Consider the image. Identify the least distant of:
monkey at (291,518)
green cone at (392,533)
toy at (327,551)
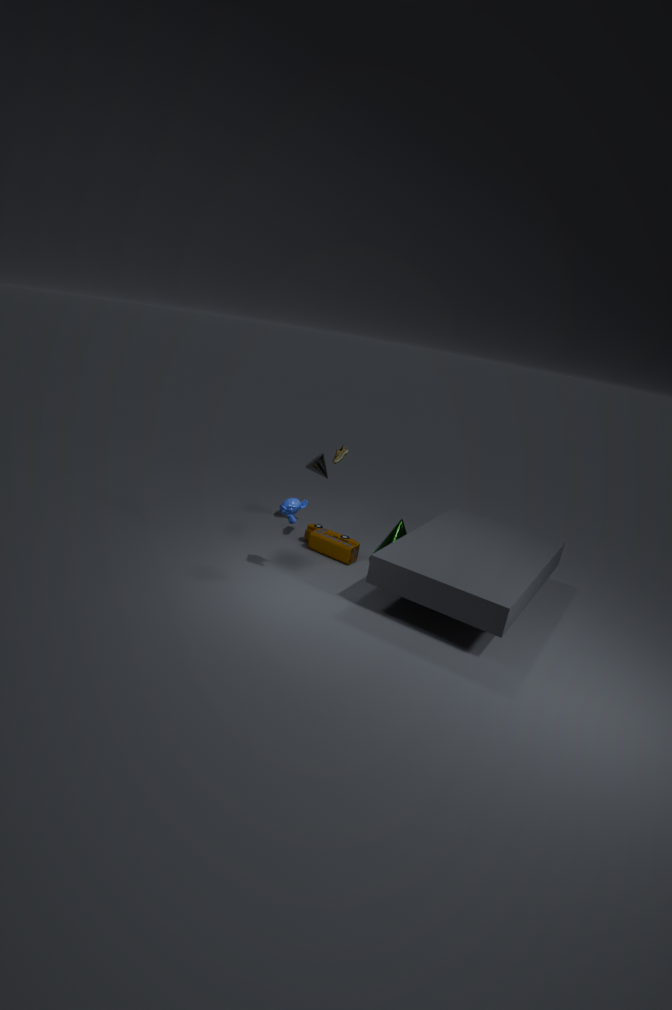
monkey at (291,518)
